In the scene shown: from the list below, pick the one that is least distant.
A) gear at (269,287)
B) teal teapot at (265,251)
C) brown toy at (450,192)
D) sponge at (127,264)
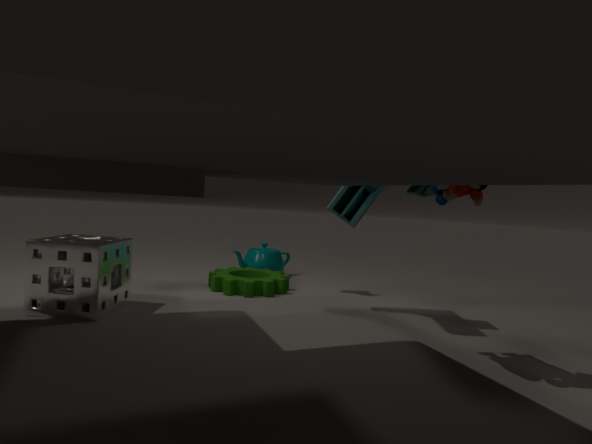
brown toy at (450,192)
